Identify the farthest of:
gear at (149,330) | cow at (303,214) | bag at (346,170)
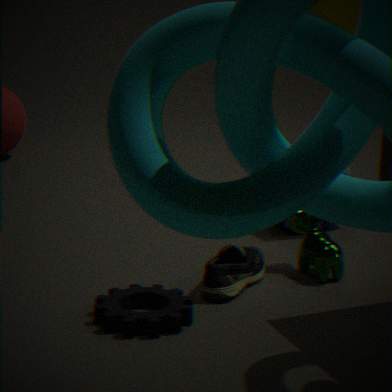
bag at (346,170)
